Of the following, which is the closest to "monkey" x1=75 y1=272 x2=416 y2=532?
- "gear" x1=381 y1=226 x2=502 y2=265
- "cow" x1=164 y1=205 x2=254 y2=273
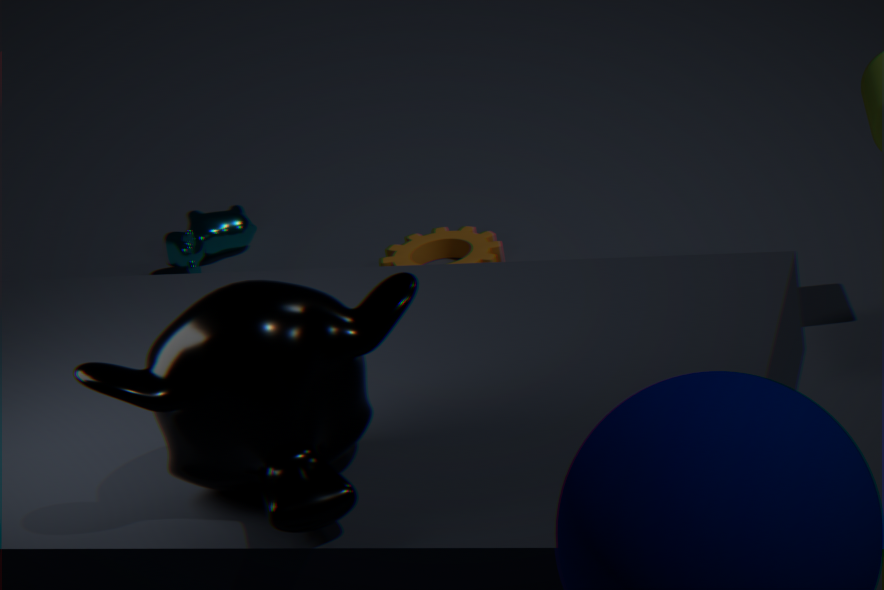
"gear" x1=381 y1=226 x2=502 y2=265
